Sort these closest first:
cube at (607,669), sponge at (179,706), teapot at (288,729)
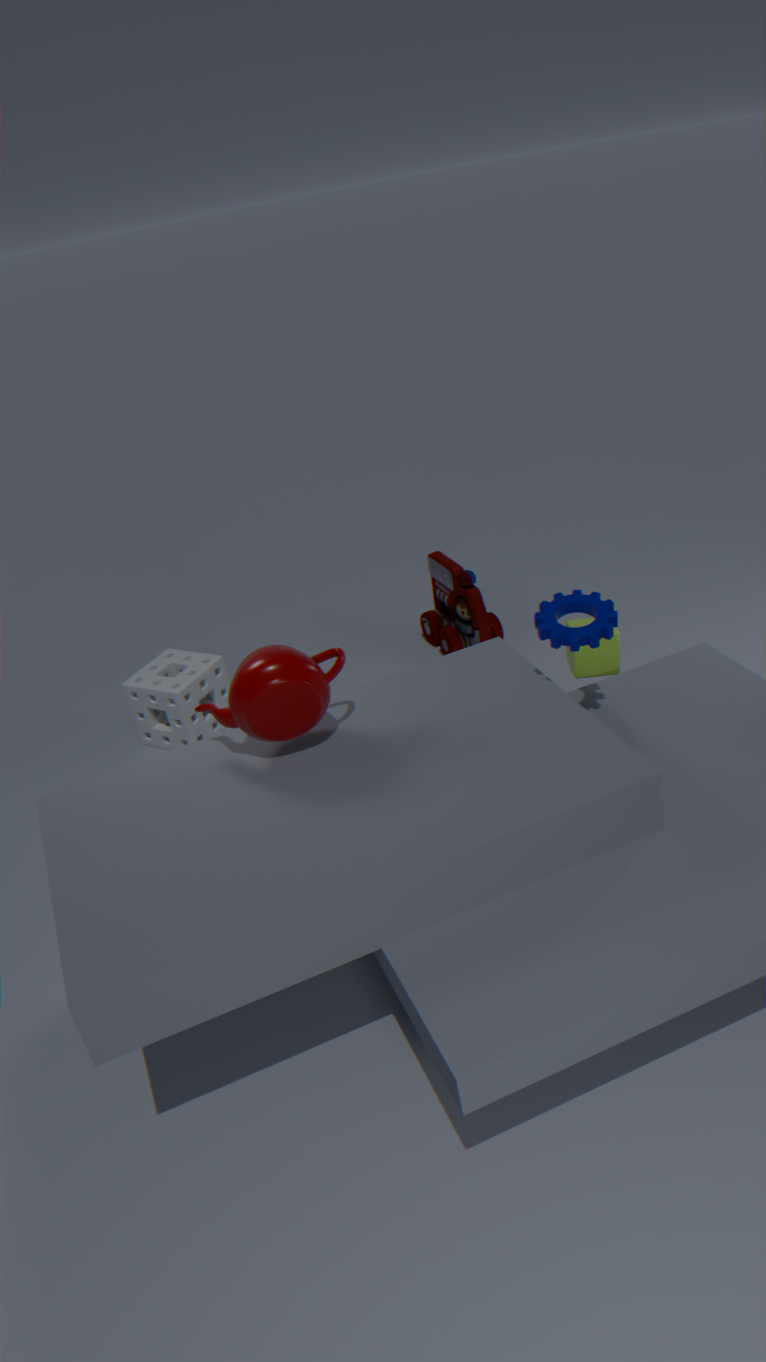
teapot at (288,729)
cube at (607,669)
sponge at (179,706)
